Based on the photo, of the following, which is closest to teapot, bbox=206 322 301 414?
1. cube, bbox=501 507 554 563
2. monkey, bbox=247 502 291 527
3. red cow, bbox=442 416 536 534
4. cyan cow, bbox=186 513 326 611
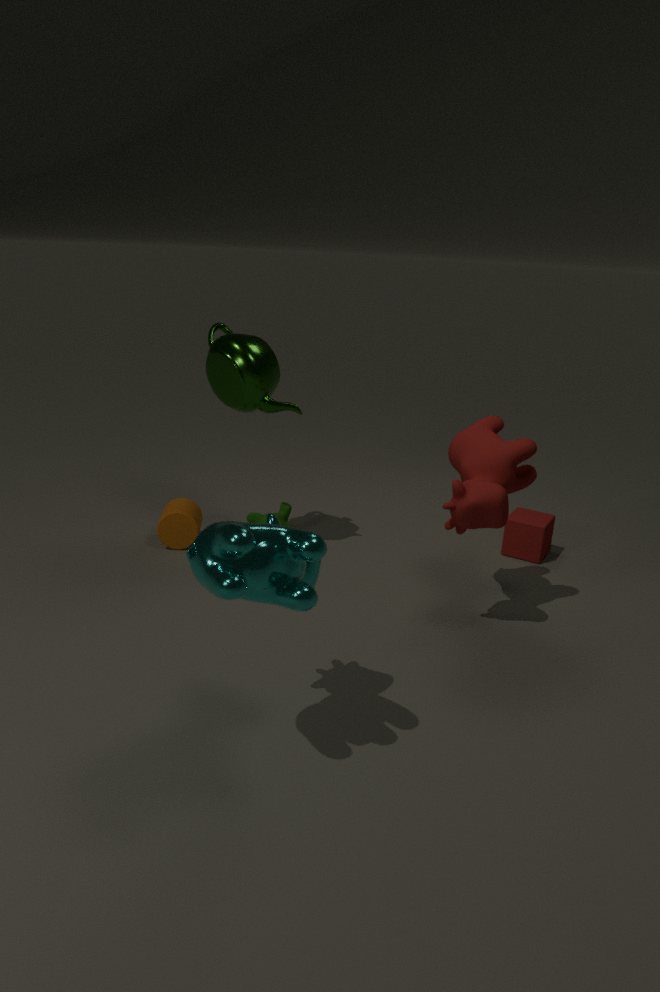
monkey, bbox=247 502 291 527
